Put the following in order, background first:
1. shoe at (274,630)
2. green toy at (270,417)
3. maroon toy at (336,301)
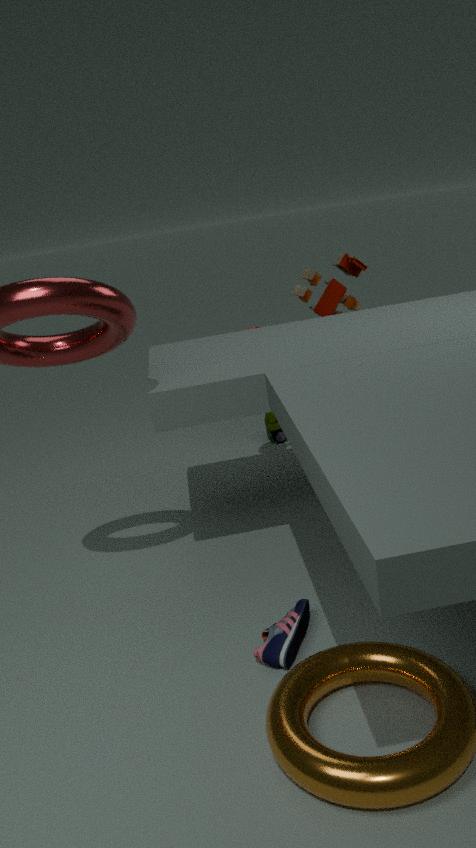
green toy at (270,417), maroon toy at (336,301), shoe at (274,630)
